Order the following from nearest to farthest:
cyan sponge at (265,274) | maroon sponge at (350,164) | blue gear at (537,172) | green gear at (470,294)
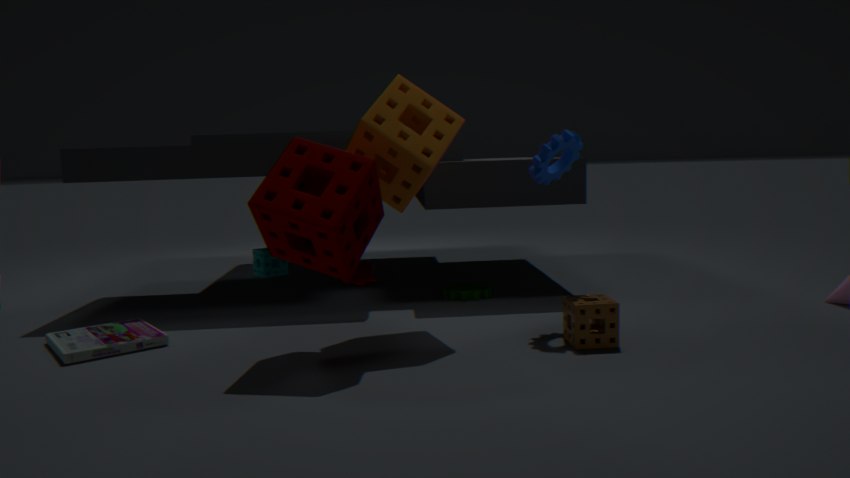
maroon sponge at (350,164) → blue gear at (537,172) → green gear at (470,294) → cyan sponge at (265,274)
